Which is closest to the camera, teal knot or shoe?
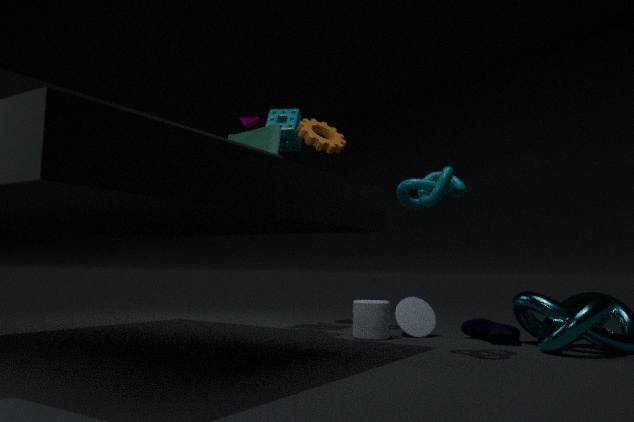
teal knot
